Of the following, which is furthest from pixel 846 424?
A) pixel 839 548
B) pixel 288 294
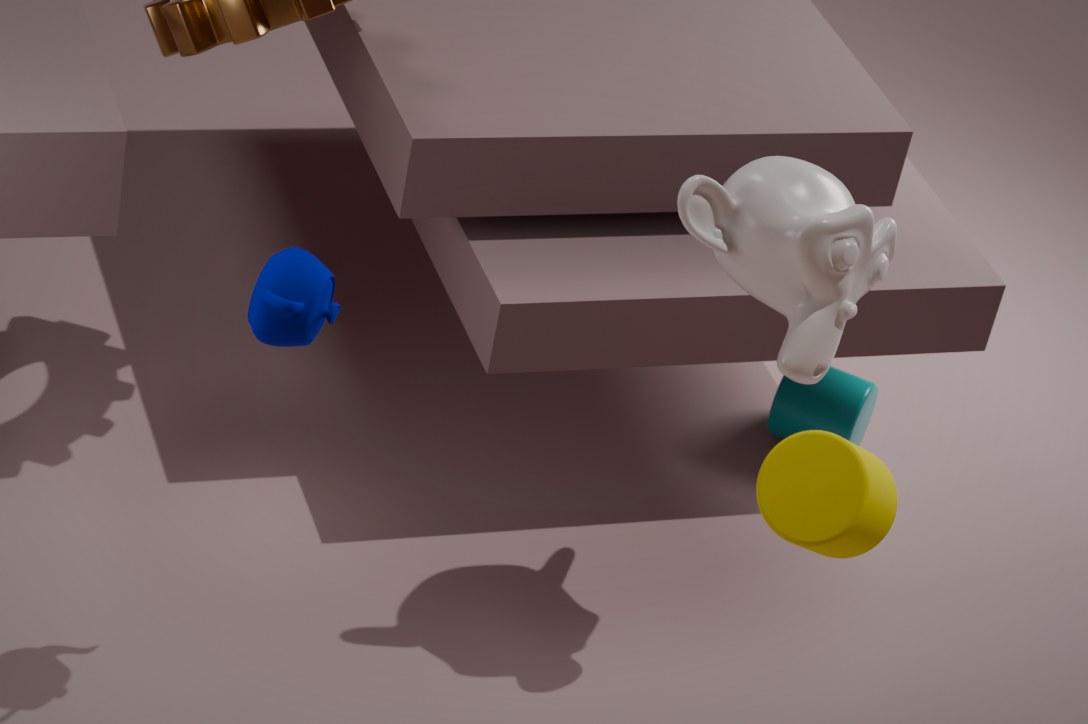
pixel 288 294
